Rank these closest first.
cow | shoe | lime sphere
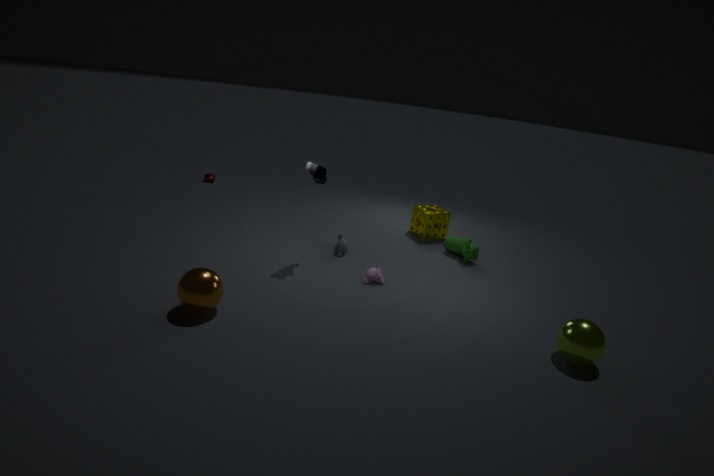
lime sphere < shoe < cow
